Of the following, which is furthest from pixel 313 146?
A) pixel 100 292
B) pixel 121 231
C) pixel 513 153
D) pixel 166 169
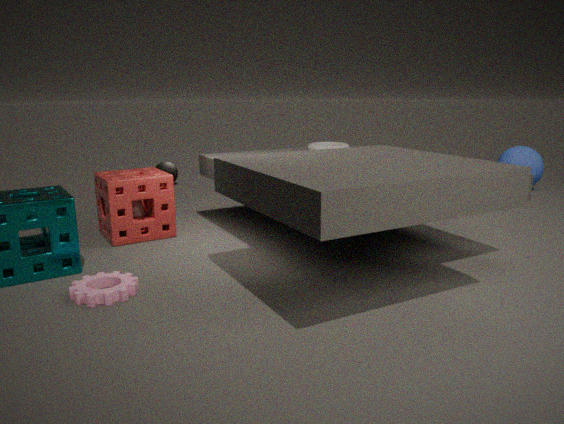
pixel 513 153
